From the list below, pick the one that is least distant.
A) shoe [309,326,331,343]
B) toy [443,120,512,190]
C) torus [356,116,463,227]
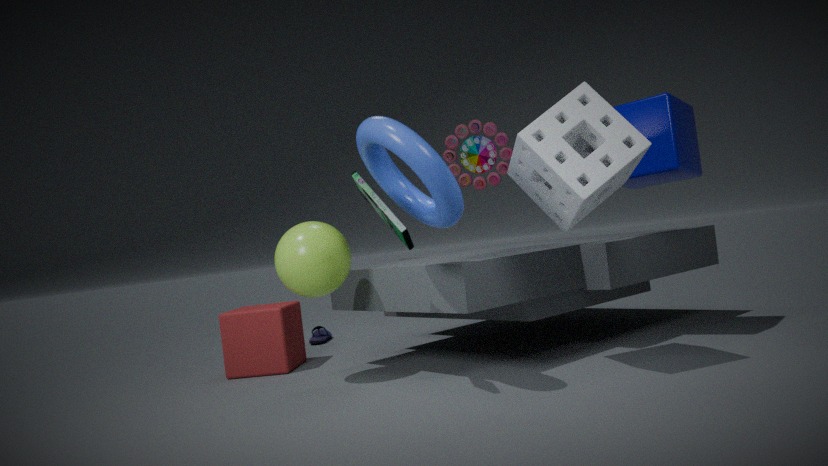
torus [356,116,463,227]
